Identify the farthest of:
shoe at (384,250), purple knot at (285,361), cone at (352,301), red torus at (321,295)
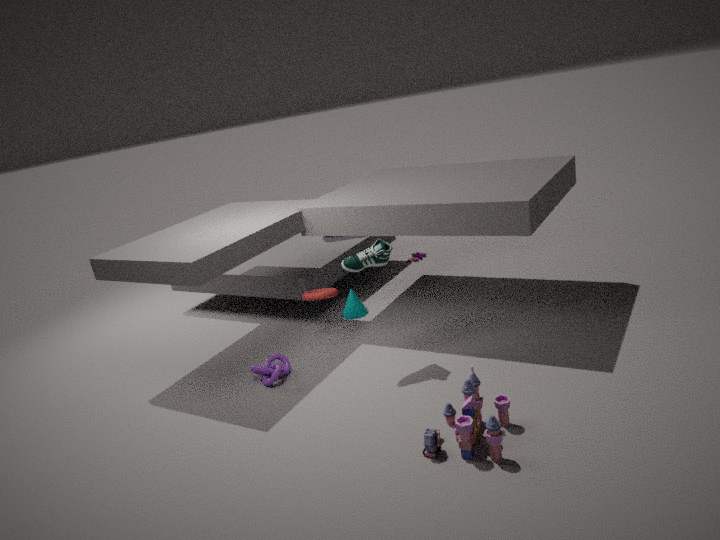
cone at (352,301)
